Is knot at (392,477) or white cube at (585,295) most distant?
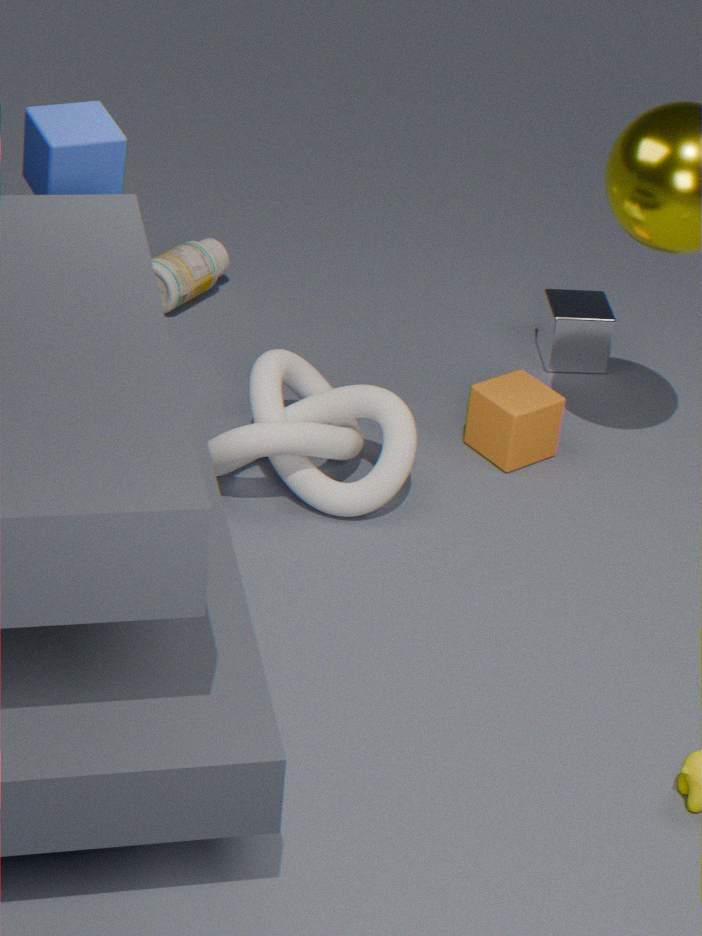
white cube at (585,295)
